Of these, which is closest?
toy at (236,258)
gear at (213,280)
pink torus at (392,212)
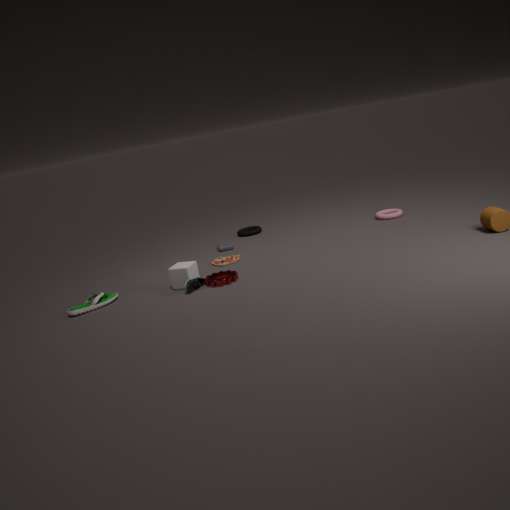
gear at (213,280)
